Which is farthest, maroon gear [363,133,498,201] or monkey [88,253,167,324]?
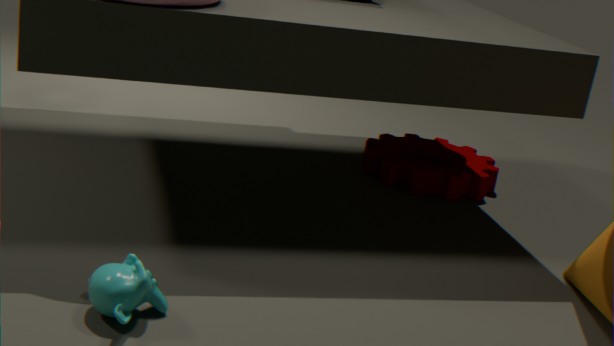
maroon gear [363,133,498,201]
